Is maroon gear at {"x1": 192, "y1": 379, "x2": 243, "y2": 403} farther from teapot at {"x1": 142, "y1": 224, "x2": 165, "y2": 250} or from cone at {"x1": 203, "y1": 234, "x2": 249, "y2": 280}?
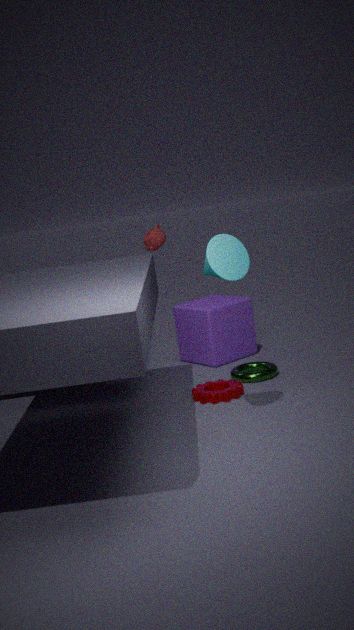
teapot at {"x1": 142, "y1": 224, "x2": 165, "y2": 250}
